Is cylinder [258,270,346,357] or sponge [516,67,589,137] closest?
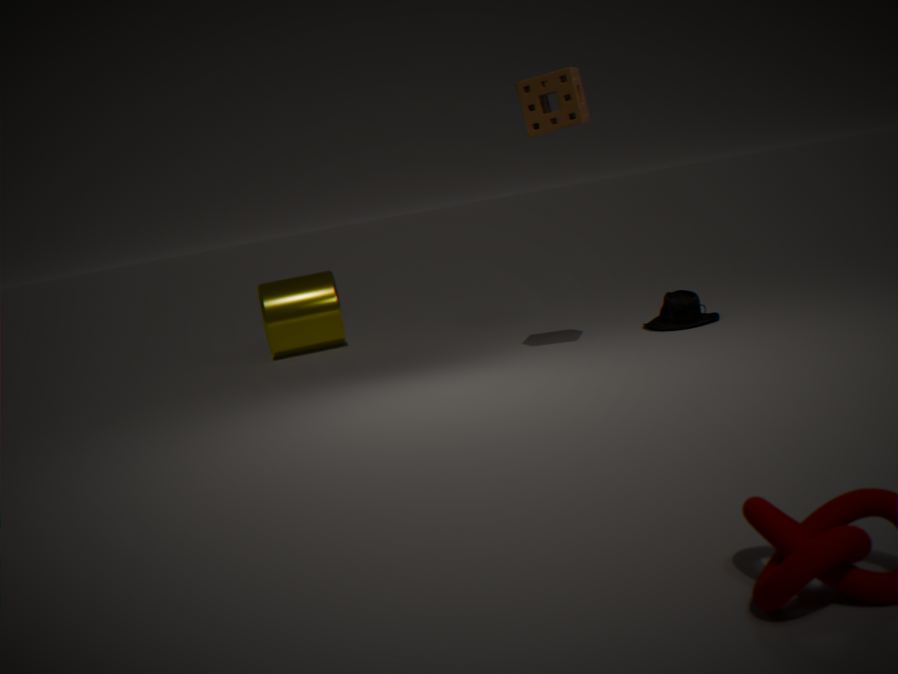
sponge [516,67,589,137]
